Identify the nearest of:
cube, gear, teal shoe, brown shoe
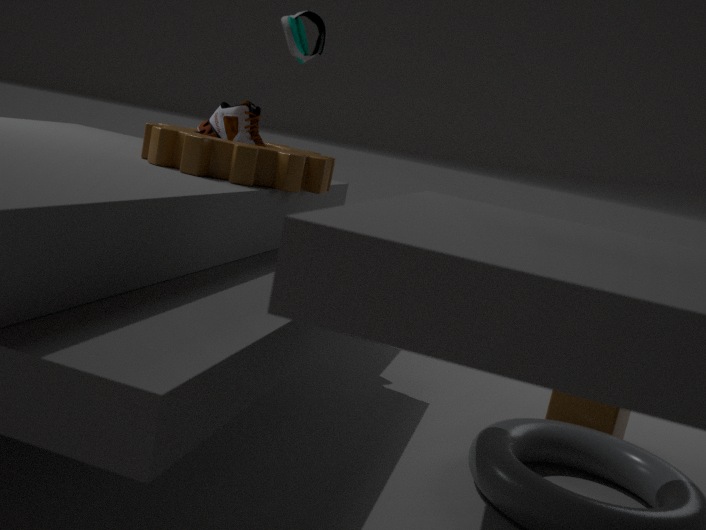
teal shoe
